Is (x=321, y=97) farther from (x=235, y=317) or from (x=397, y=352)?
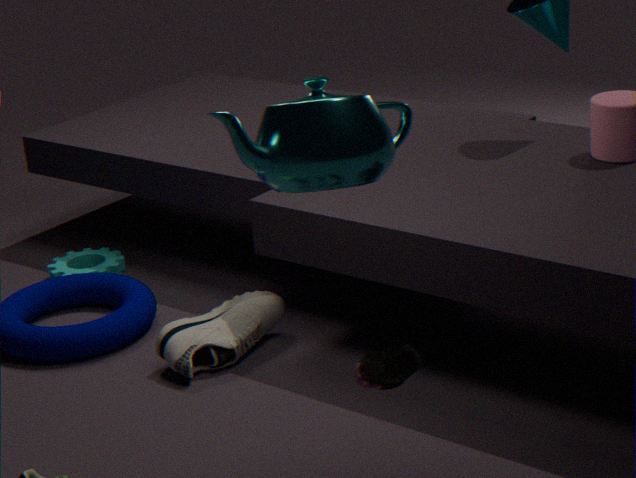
(x=235, y=317)
